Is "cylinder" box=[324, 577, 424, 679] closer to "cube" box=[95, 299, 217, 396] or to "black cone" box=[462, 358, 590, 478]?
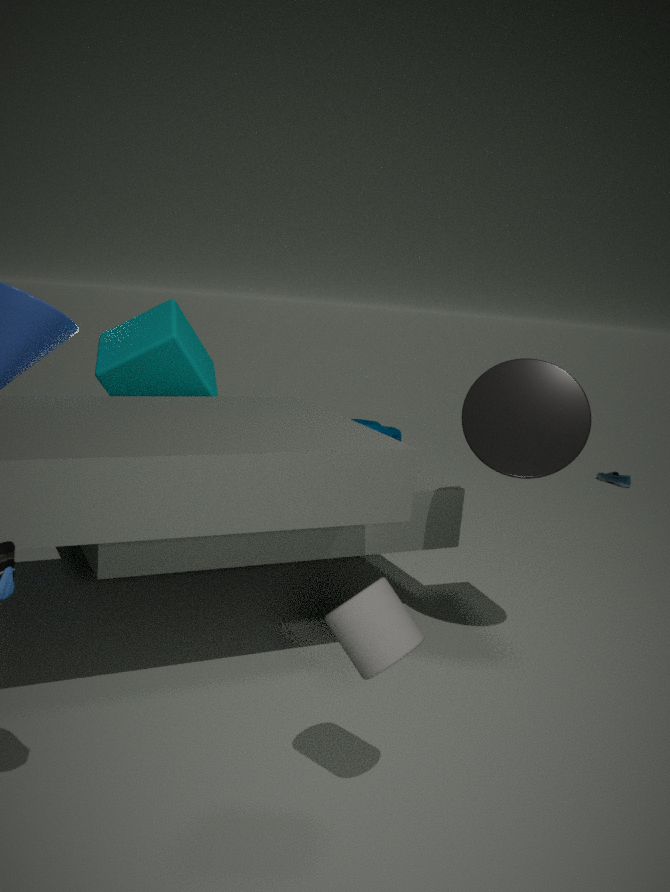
"black cone" box=[462, 358, 590, 478]
